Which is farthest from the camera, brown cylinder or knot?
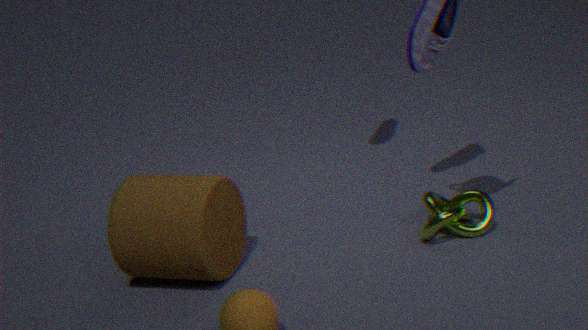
knot
